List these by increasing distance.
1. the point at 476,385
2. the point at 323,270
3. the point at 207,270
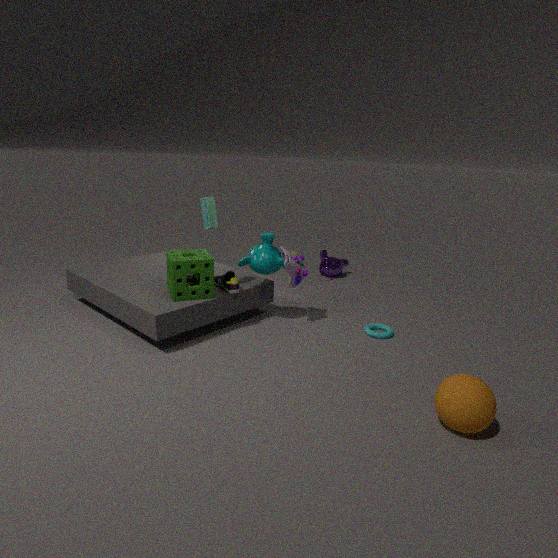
the point at 476,385 → the point at 207,270 → the point at 323,270
